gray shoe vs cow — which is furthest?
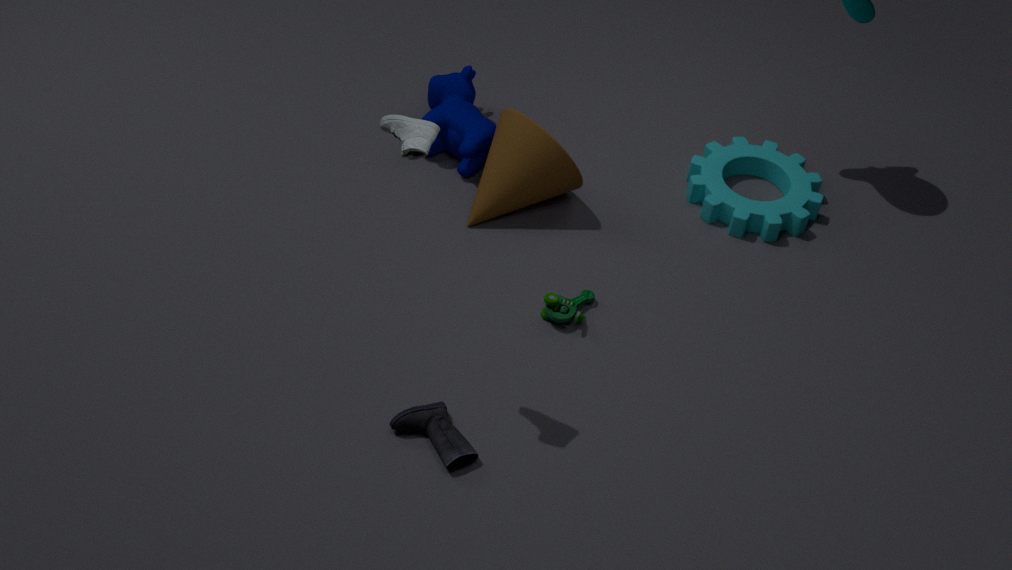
cow
